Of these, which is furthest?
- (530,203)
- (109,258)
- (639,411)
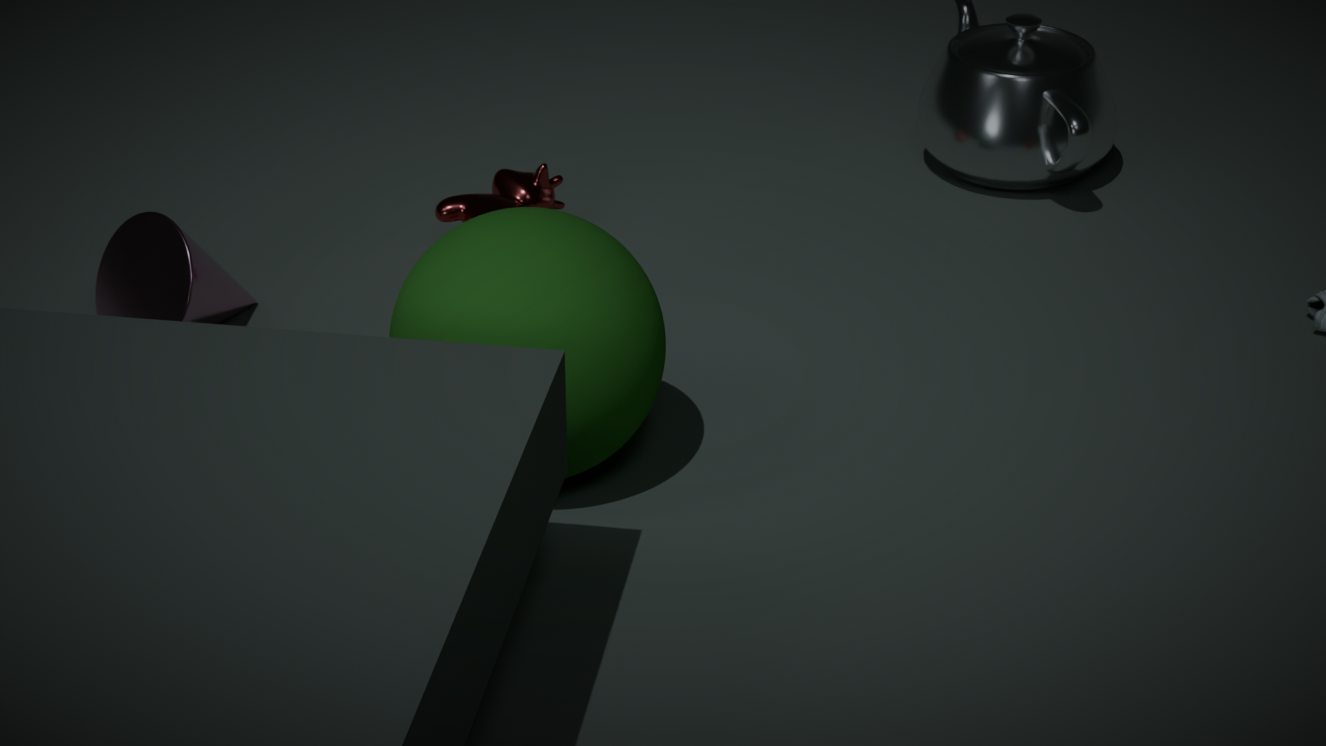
(530,203)
